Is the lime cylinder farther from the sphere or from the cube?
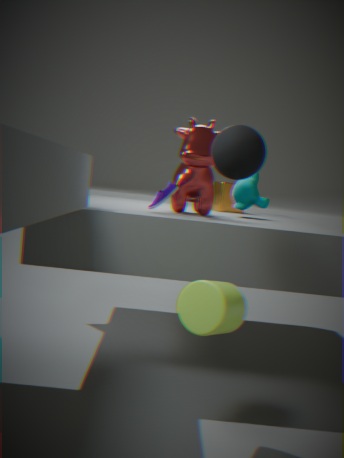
the cube
